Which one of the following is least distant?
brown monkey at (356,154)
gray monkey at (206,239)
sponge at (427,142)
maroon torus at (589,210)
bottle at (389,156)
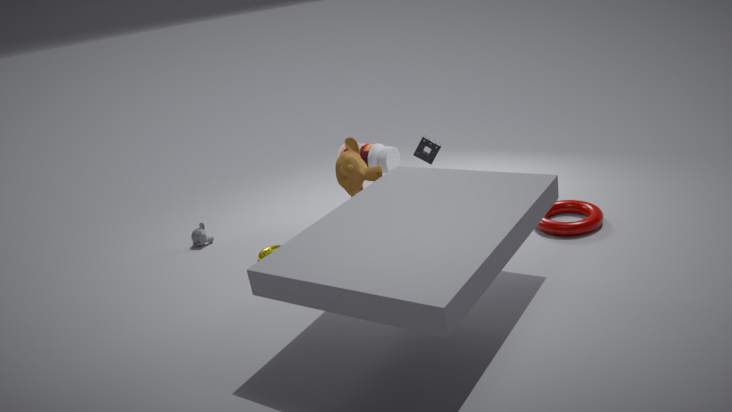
maroon torus at (589,210)
